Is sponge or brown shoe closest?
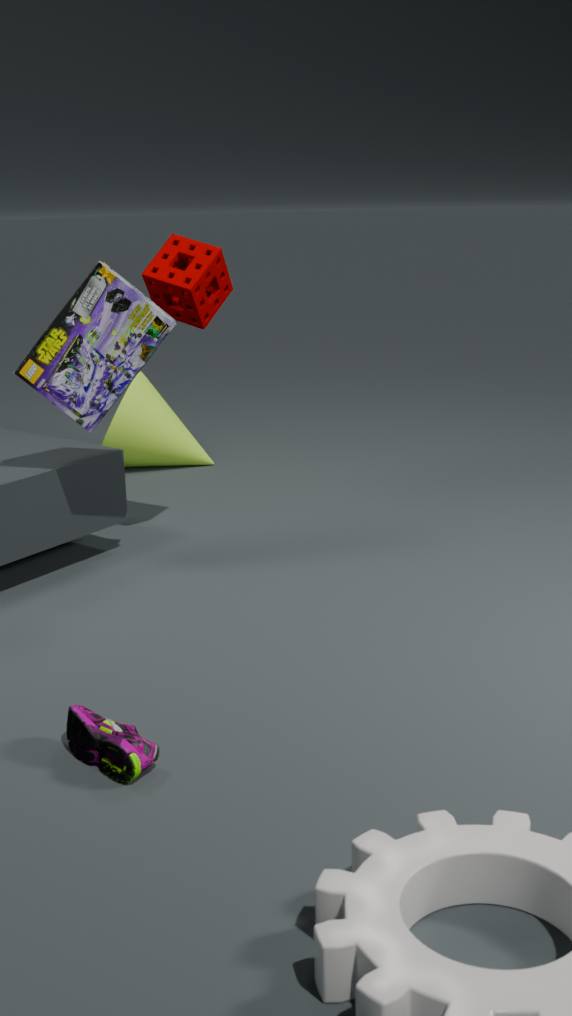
brown shoe
